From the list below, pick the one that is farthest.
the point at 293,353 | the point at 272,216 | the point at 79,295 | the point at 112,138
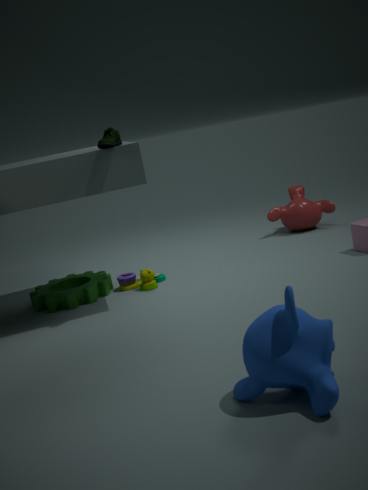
the point at 272,216
